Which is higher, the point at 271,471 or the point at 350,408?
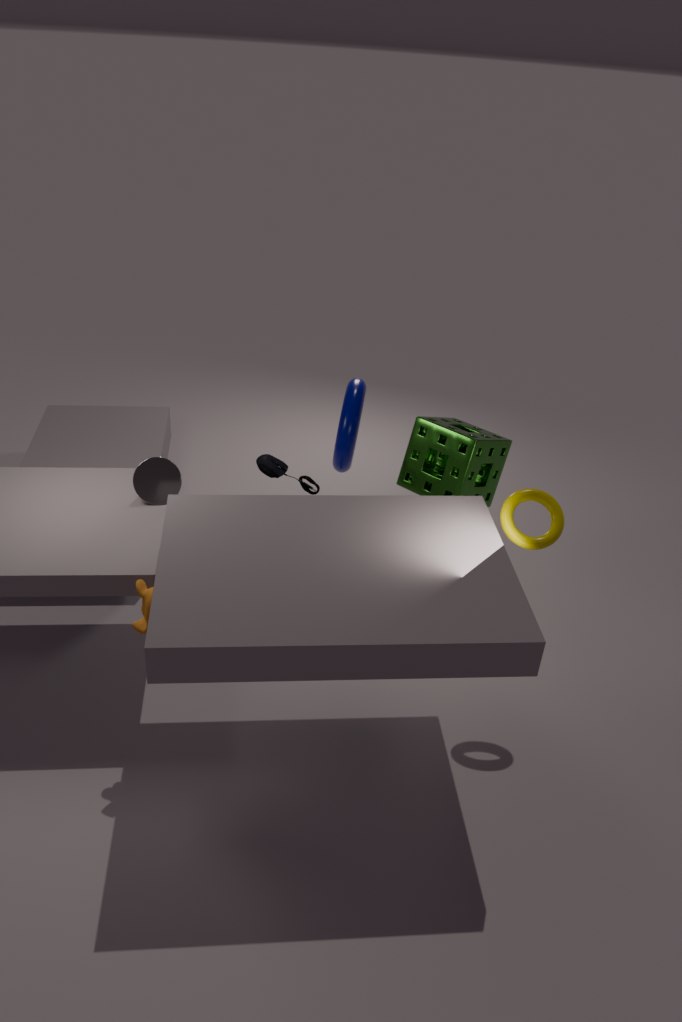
the point at 271,471
